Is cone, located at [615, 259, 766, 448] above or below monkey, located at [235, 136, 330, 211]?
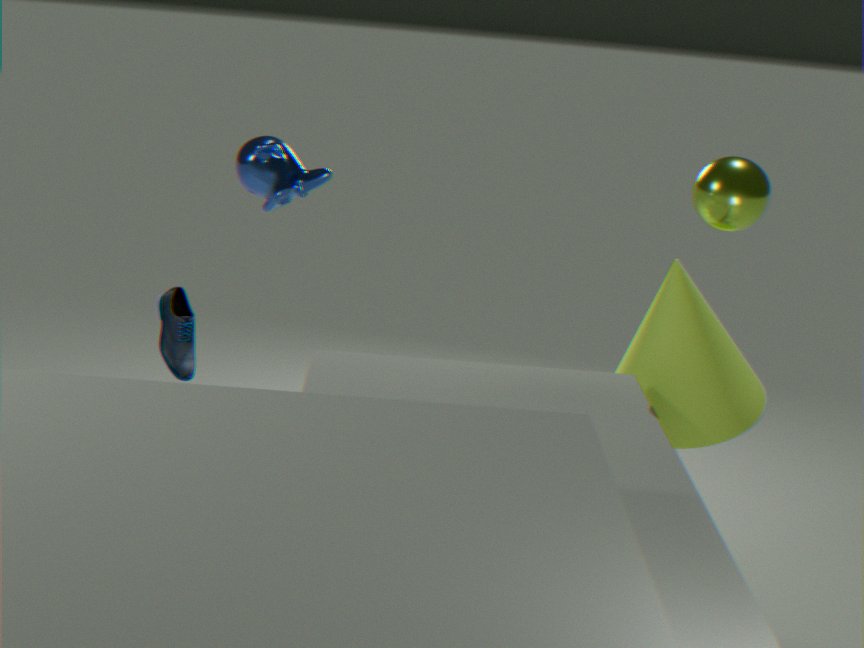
below
